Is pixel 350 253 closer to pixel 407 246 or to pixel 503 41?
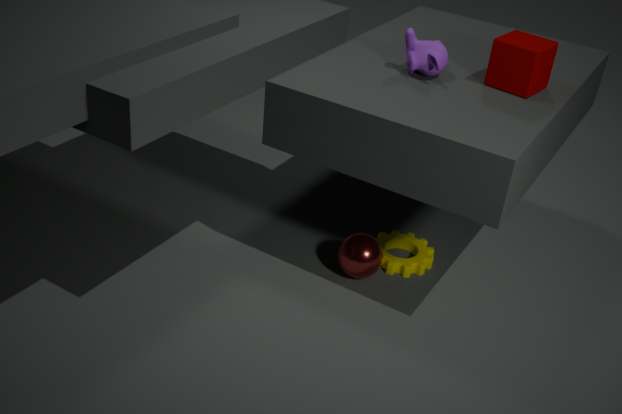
pixel 407 246
